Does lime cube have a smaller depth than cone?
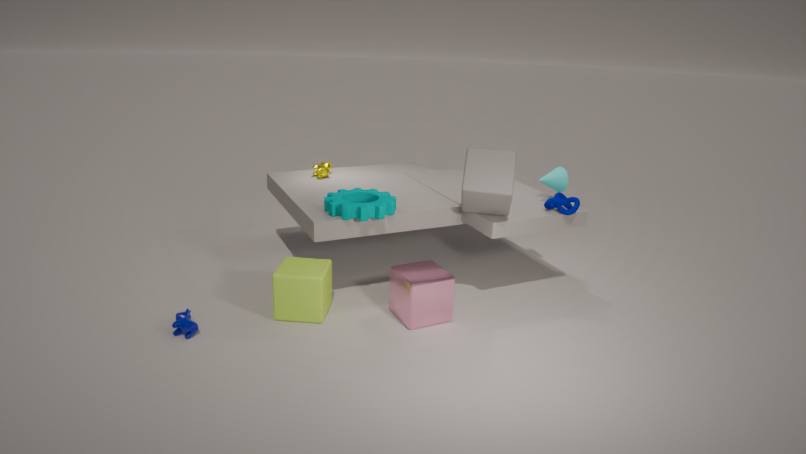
Yes
